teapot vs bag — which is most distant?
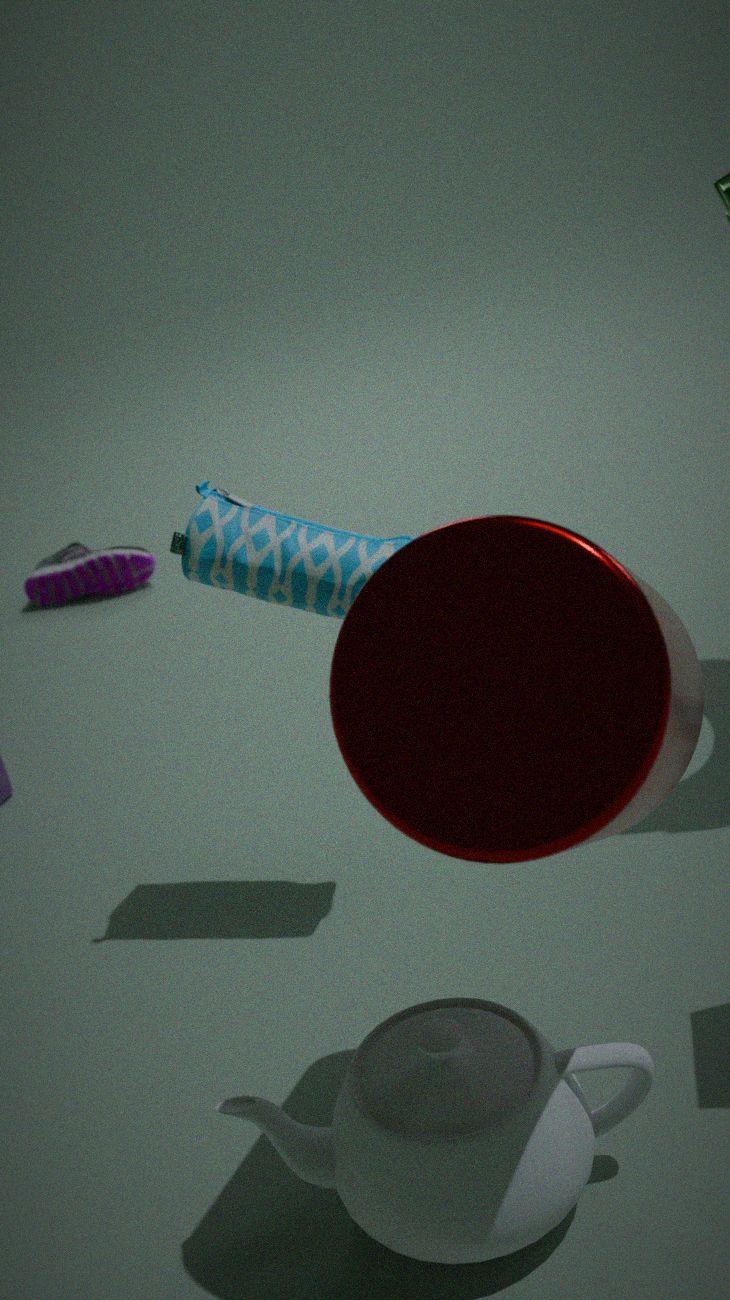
bag
